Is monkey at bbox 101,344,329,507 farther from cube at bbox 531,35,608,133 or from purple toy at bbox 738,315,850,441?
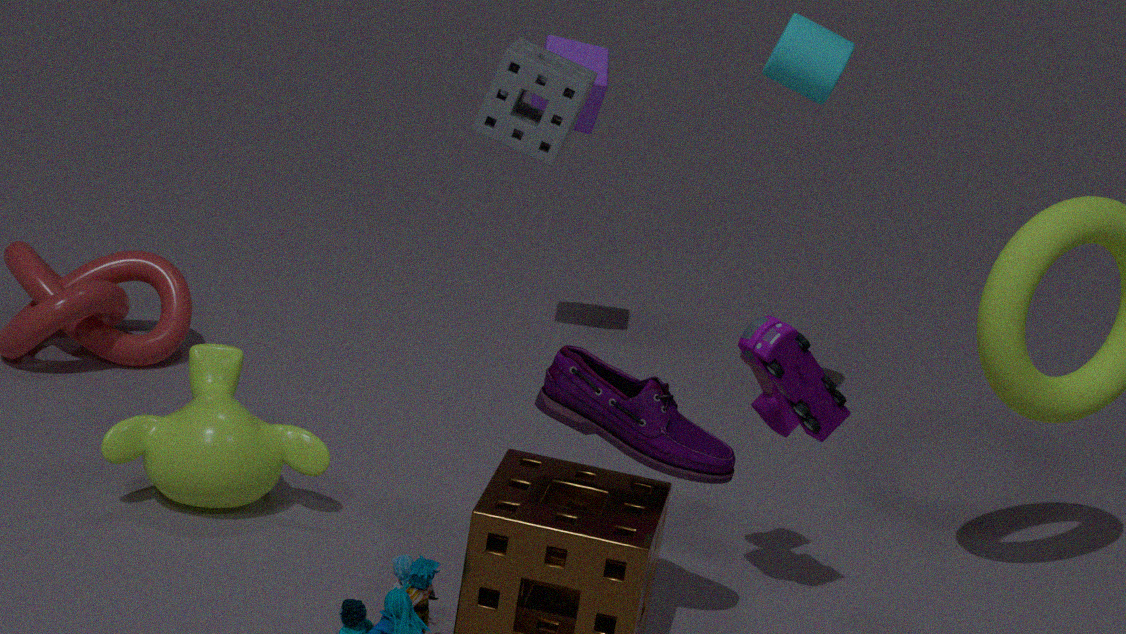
cube at bbox 531,35,608,133
